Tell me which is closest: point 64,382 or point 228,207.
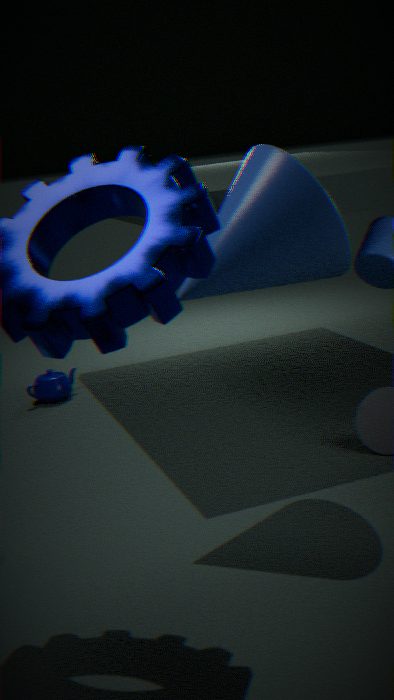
point 228,207
